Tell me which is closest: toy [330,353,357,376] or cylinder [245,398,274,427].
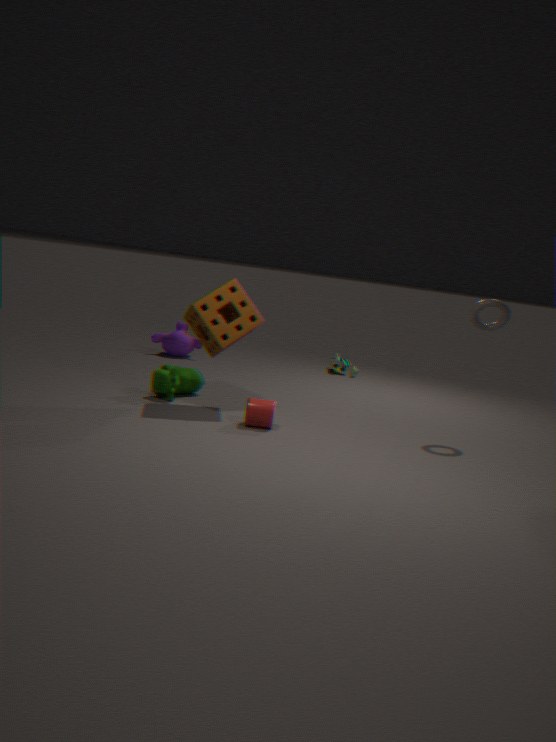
cylinder [245,398,274,427]
